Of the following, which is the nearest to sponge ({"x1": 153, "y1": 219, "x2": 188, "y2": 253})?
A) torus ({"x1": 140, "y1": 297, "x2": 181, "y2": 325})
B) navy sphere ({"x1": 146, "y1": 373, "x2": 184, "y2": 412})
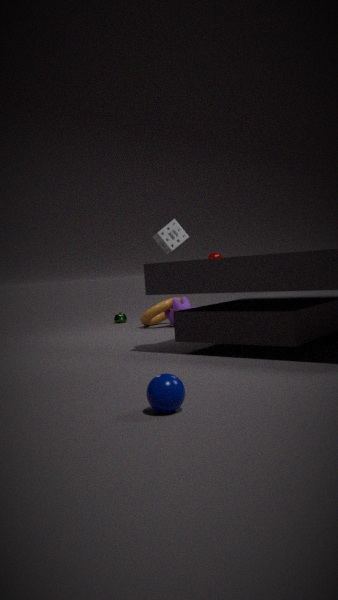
torus ({"x1": 140, "y1": 297, "x2": 181, "y2": 325})
